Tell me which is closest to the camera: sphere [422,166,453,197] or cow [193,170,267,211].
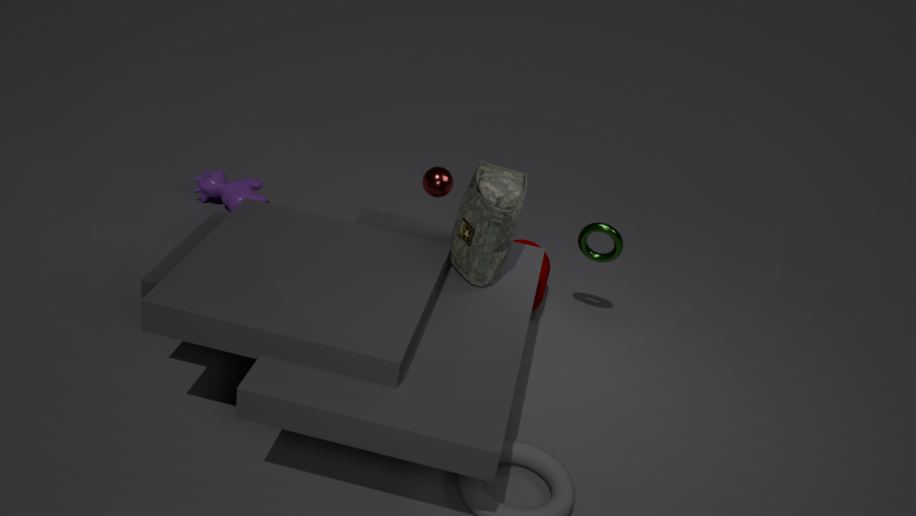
sphere [422,166,453,197]
